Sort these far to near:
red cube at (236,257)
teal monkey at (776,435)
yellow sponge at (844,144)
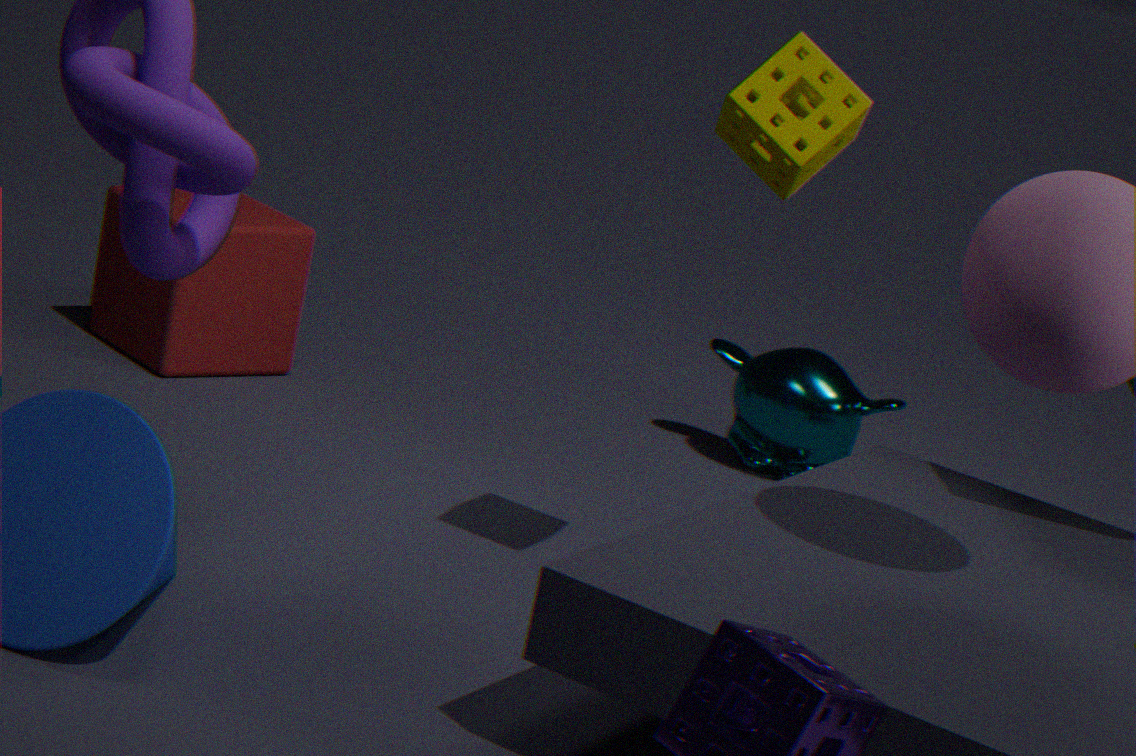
teal monkey at (776,435), red cube at (236,257), yellow sponge at (844,144)
